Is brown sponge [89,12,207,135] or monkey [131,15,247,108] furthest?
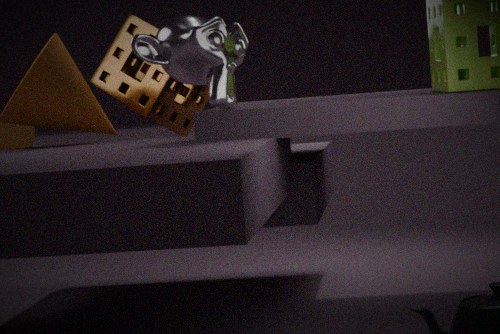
brown sponge [89,12,207,135]
